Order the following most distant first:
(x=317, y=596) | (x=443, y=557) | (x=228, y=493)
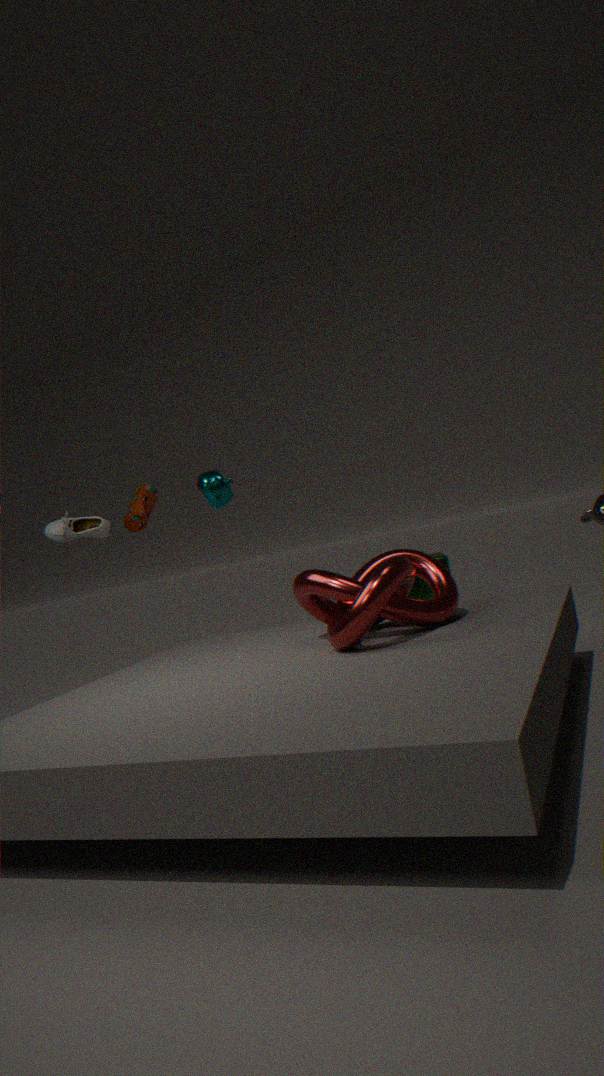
1. (x=443, y=557)
2. (x=228, y=493)
3. (x=317, y=596)
